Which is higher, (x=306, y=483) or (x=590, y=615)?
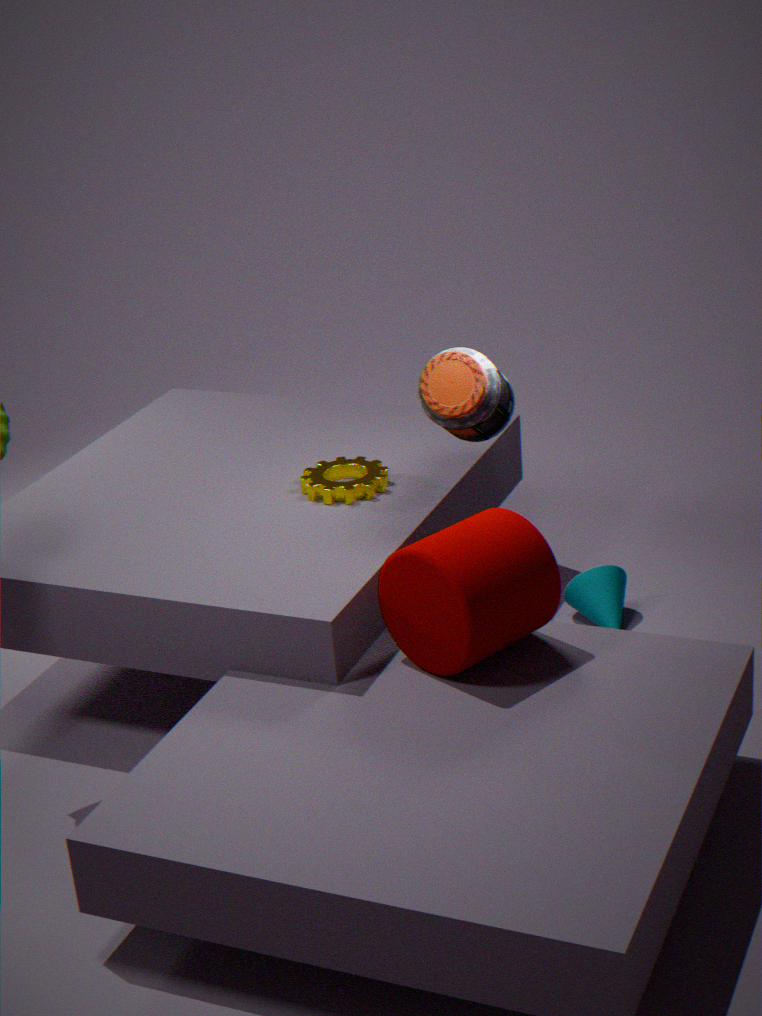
(x=306, y=483)
